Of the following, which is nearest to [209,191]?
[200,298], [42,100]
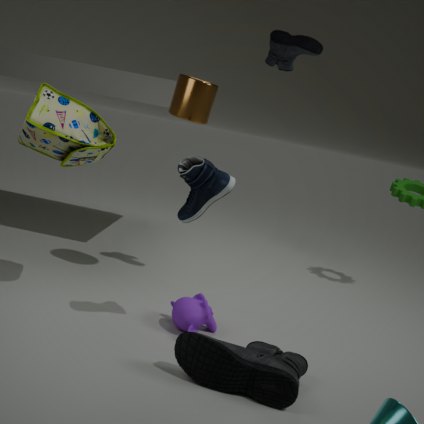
[200,298]
